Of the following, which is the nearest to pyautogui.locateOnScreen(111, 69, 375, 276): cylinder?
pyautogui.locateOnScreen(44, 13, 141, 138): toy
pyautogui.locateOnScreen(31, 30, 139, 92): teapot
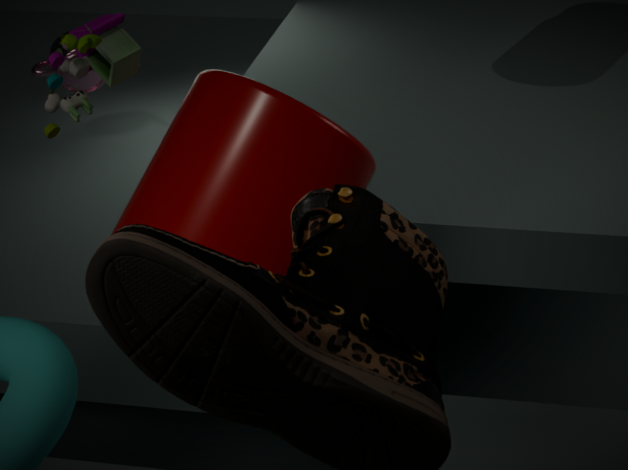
pyautogui.locateOnScreen(44, 13, 141, 138): toy
